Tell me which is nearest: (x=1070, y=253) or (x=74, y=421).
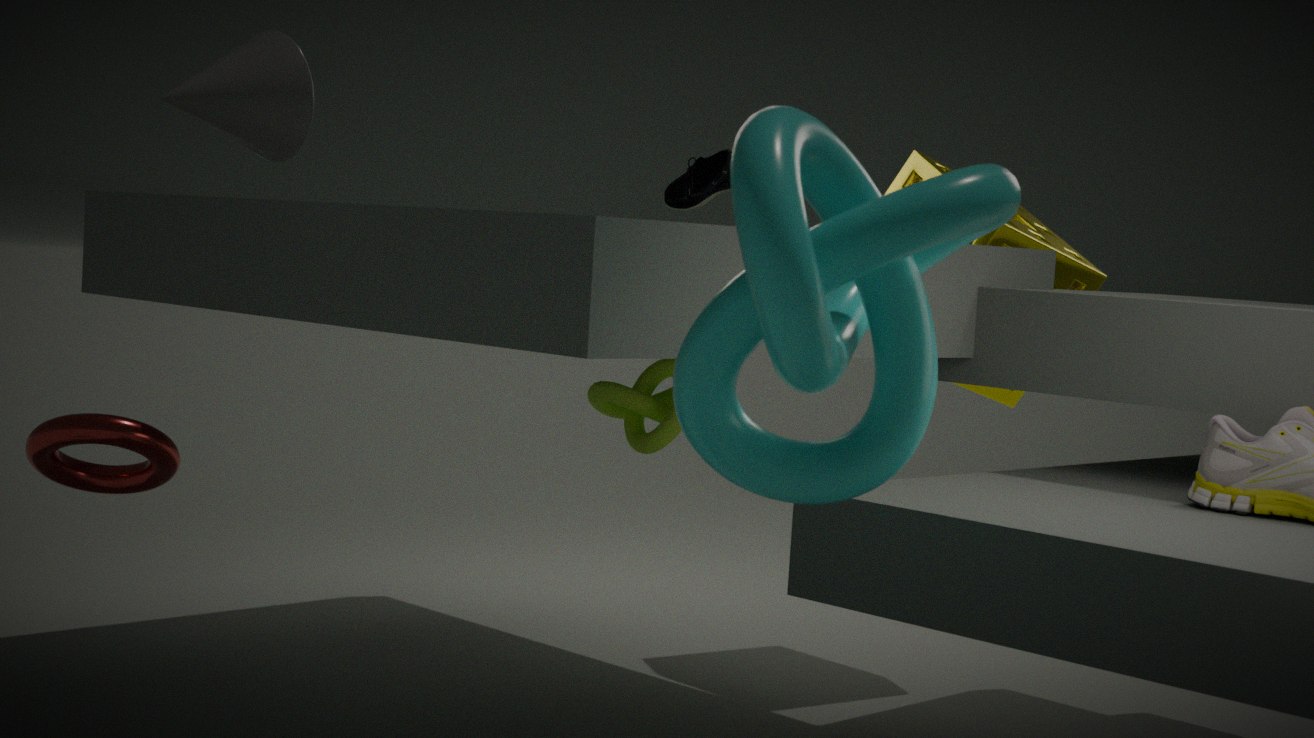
(x=74, y=421)
